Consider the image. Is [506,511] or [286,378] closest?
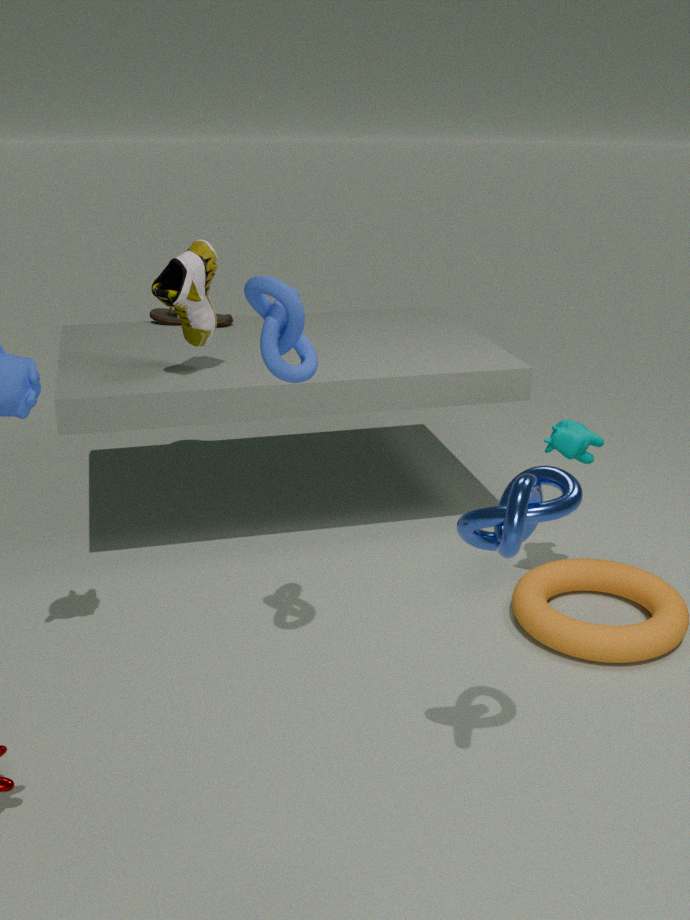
[506,511]
